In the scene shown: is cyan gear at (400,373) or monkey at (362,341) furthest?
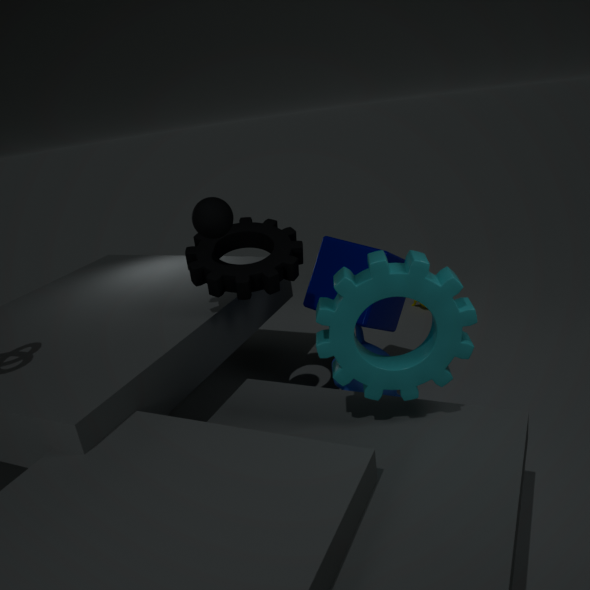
monkey at (362,341)
